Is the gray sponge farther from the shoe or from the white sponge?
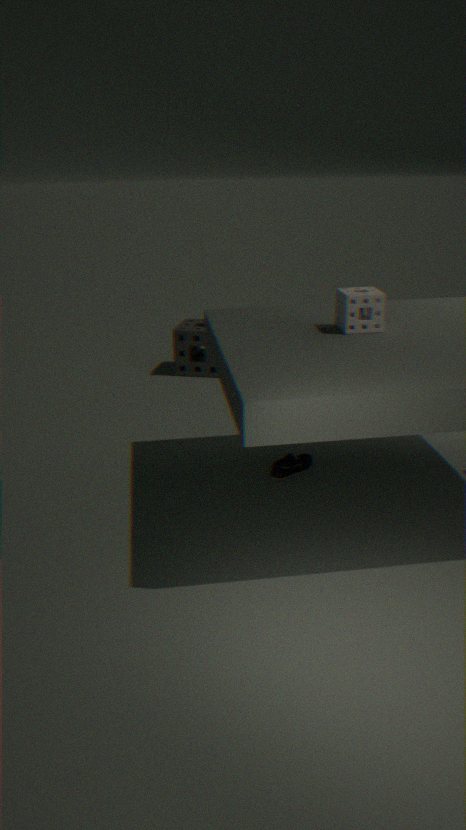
the white sponge
